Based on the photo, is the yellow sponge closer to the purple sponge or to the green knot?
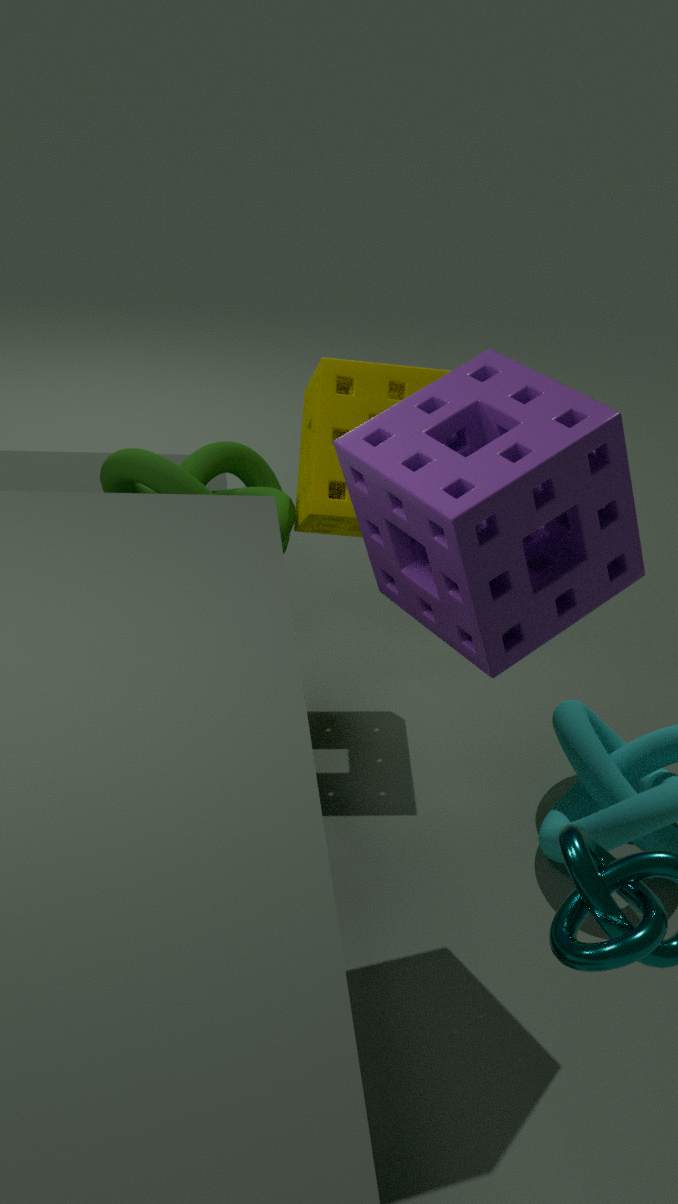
the green knot
